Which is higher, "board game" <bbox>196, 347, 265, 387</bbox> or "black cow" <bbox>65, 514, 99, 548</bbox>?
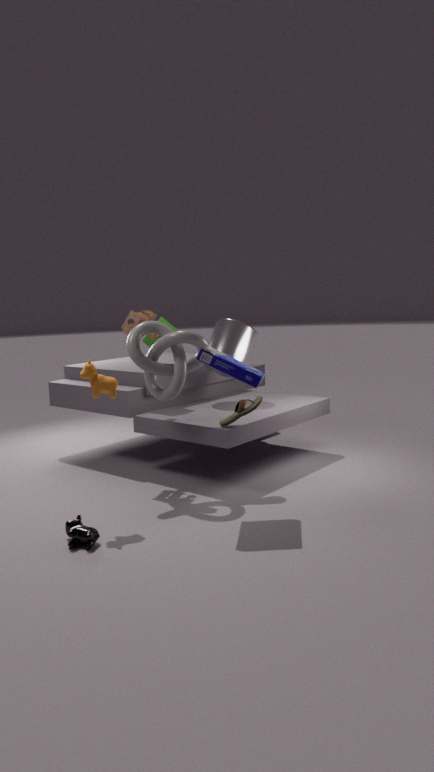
"board game" <bbox>196, 347, 265, 387</bbox>
